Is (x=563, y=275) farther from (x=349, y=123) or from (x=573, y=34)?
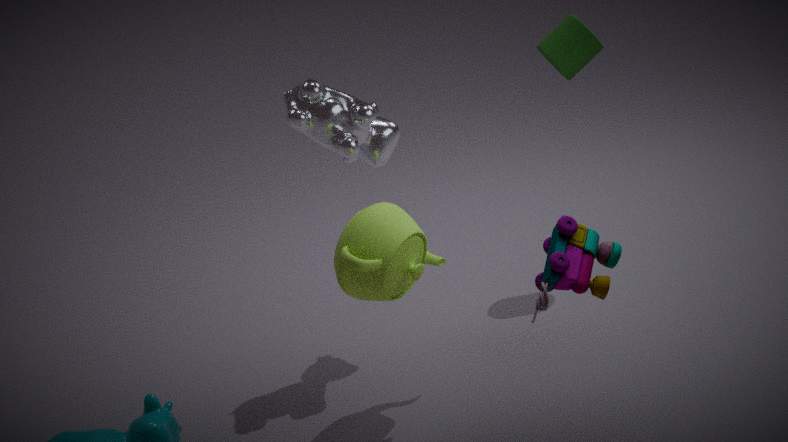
(x=573, y=34)
